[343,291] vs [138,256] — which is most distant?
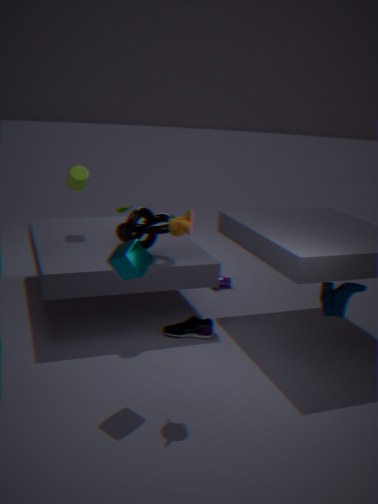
[343,291]
